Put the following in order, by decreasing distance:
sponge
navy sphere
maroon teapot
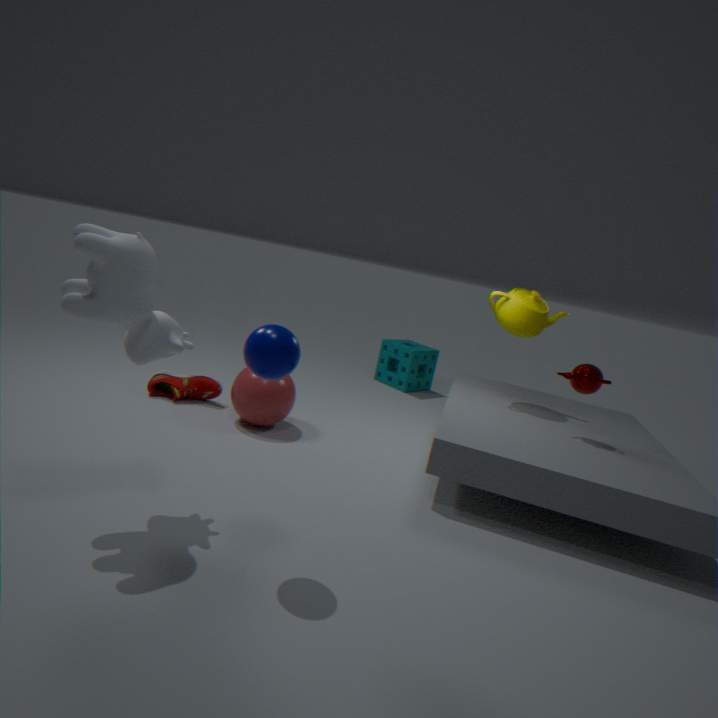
sponge < maroon teapot < navy sphere
